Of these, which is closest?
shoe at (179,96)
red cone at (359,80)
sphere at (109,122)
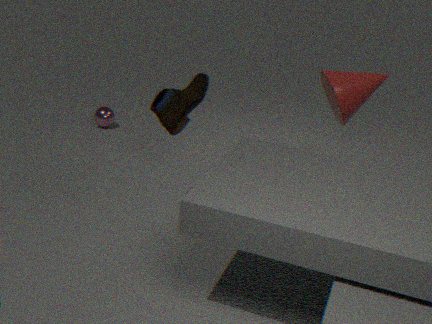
shoe at (179,96)
